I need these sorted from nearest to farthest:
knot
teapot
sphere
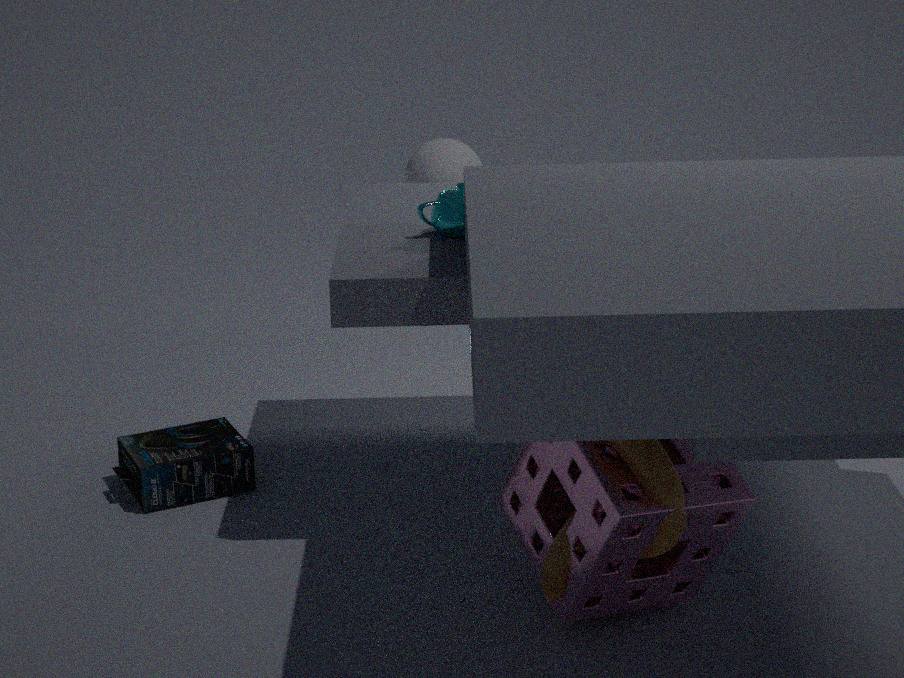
knot → teapot → sphere
